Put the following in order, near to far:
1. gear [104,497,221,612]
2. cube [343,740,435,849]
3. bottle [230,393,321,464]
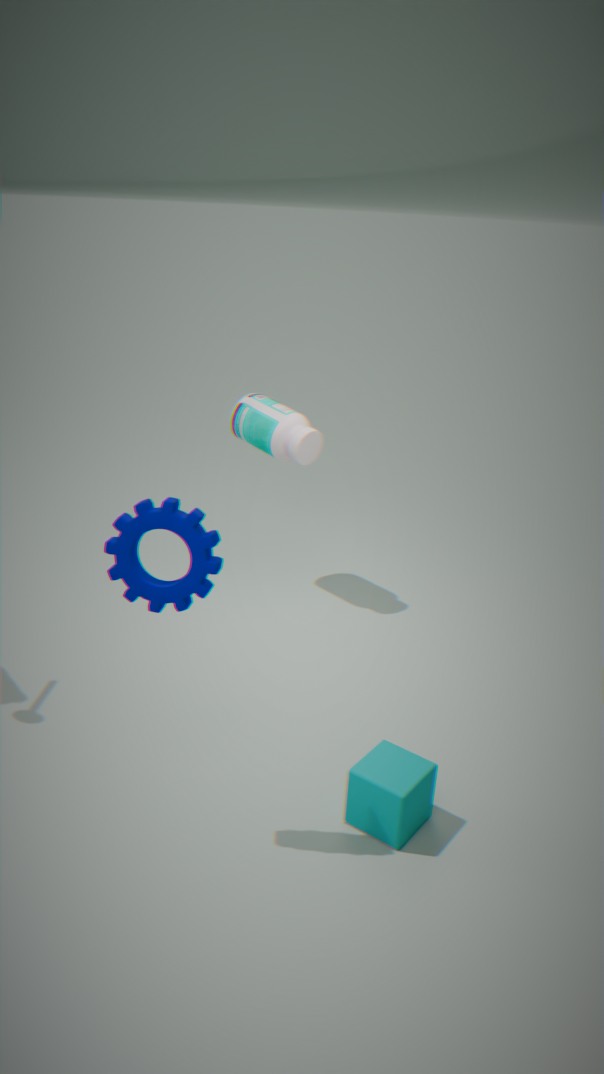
gear [104,497,221,612] < cube [343,740,435,849] < bottle [230,393,321,464]
